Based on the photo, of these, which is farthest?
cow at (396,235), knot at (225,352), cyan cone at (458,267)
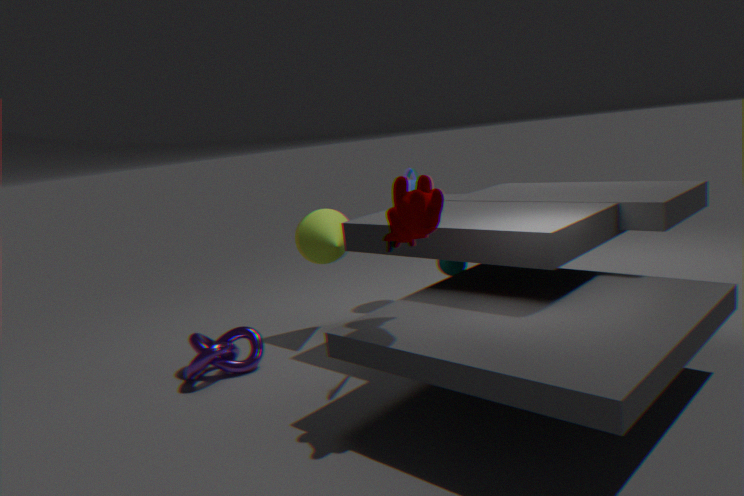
cyan cone at (458,267)
